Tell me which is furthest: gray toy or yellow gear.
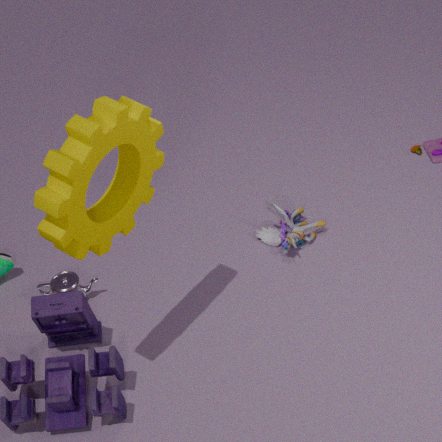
gray toy
